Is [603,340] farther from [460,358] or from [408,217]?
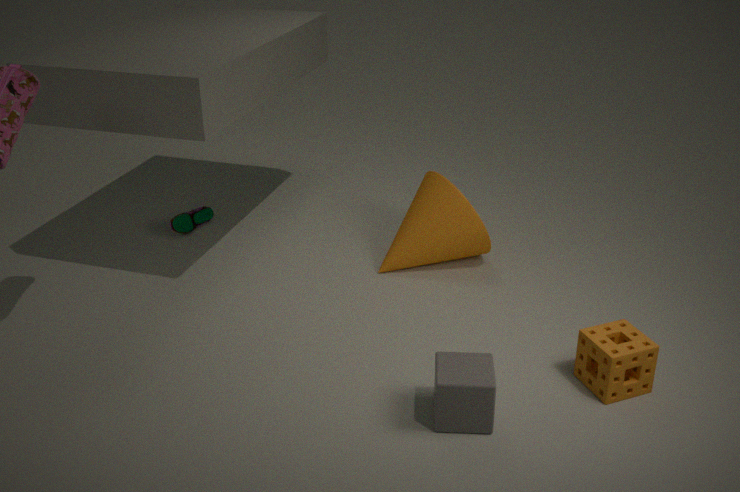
[408,217]
